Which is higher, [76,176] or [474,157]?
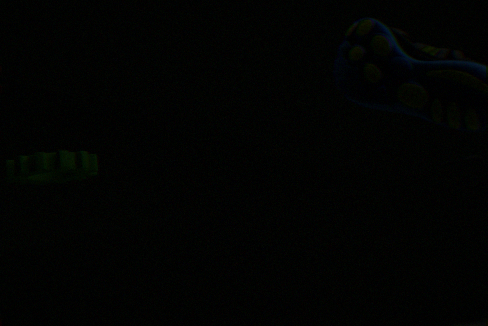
[76,176]
